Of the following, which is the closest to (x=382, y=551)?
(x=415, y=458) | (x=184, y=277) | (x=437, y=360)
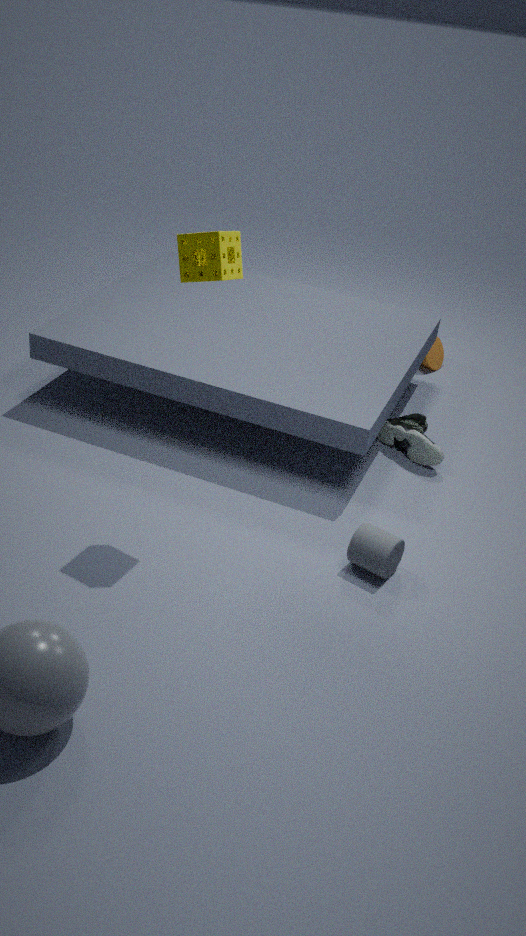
(x=415, y=458)
